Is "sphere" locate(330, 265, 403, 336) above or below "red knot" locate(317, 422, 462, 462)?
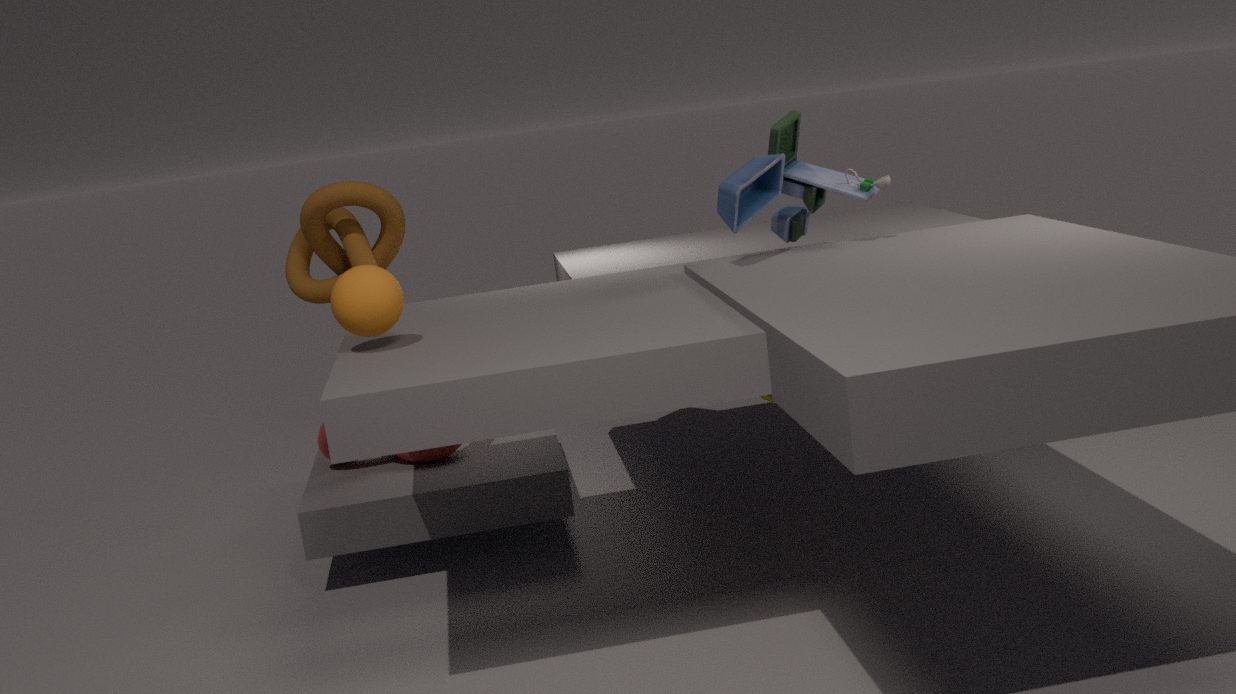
above
